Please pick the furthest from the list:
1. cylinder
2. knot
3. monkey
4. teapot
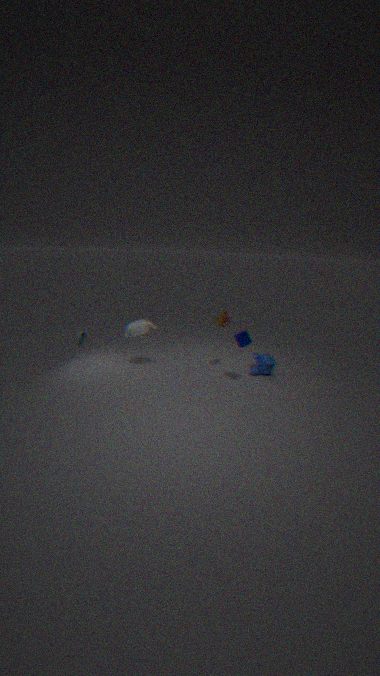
monkey
